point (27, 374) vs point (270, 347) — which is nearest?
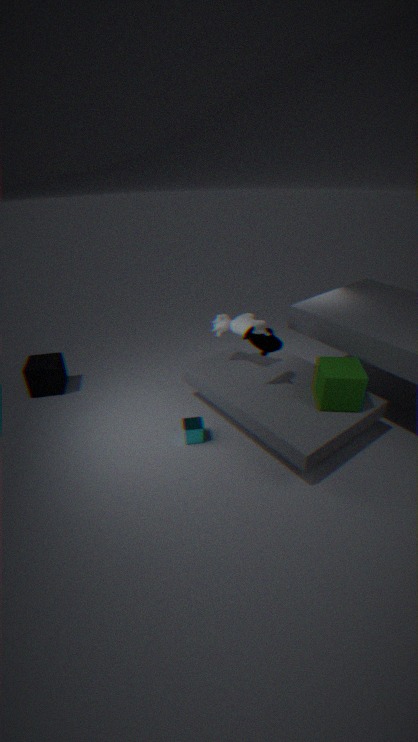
point (270, 347)
